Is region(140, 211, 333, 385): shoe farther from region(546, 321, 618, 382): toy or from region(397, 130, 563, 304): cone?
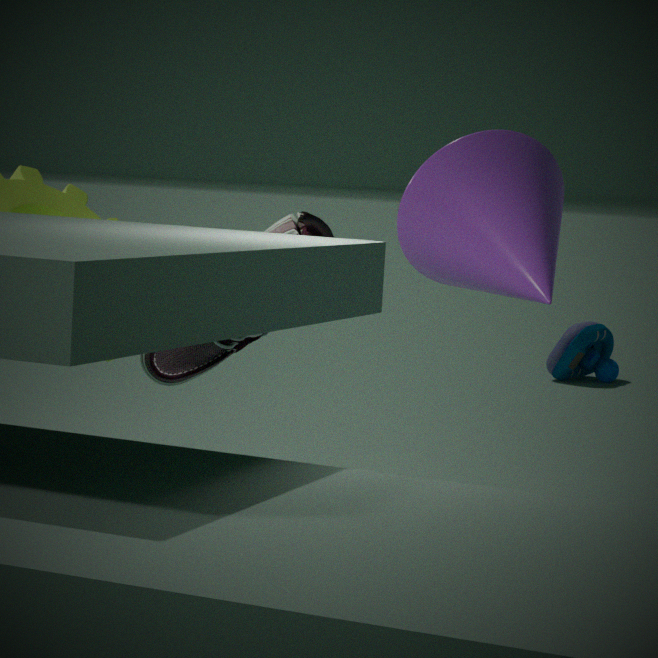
region(546, 321, 618, 382): toy
